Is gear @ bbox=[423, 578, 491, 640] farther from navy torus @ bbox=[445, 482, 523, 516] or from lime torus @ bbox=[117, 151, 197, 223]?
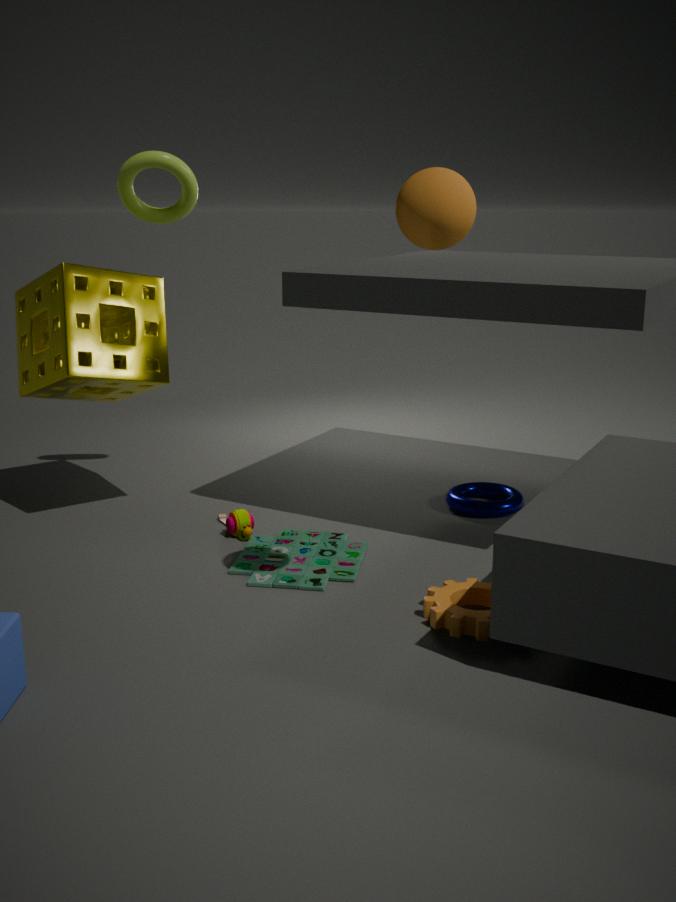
lime torus @ bbox=[117, 151, 197, 223]
